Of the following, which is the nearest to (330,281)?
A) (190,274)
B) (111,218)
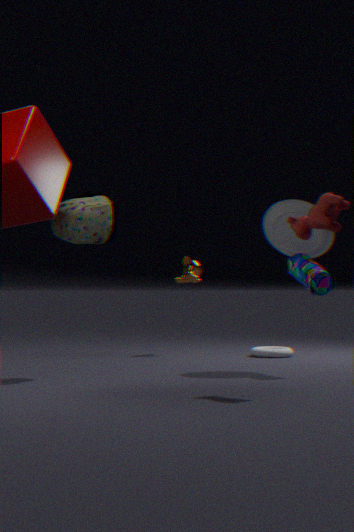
(111,218)
